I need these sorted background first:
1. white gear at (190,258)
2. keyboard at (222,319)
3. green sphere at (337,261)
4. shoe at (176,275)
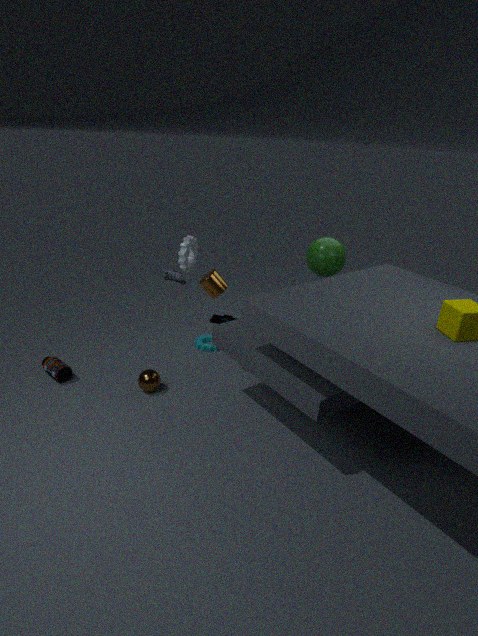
shoe at (176,275), keyboard at (222,319), green sphere at (337,261), white gear at (190,258)
